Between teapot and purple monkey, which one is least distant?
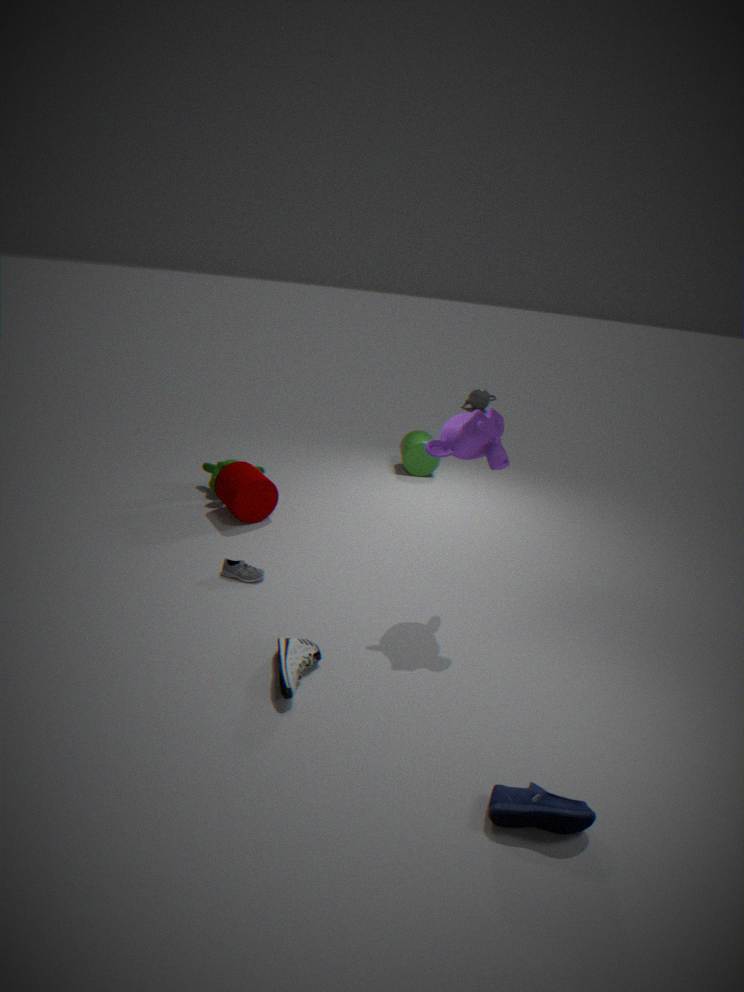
purple monkey
